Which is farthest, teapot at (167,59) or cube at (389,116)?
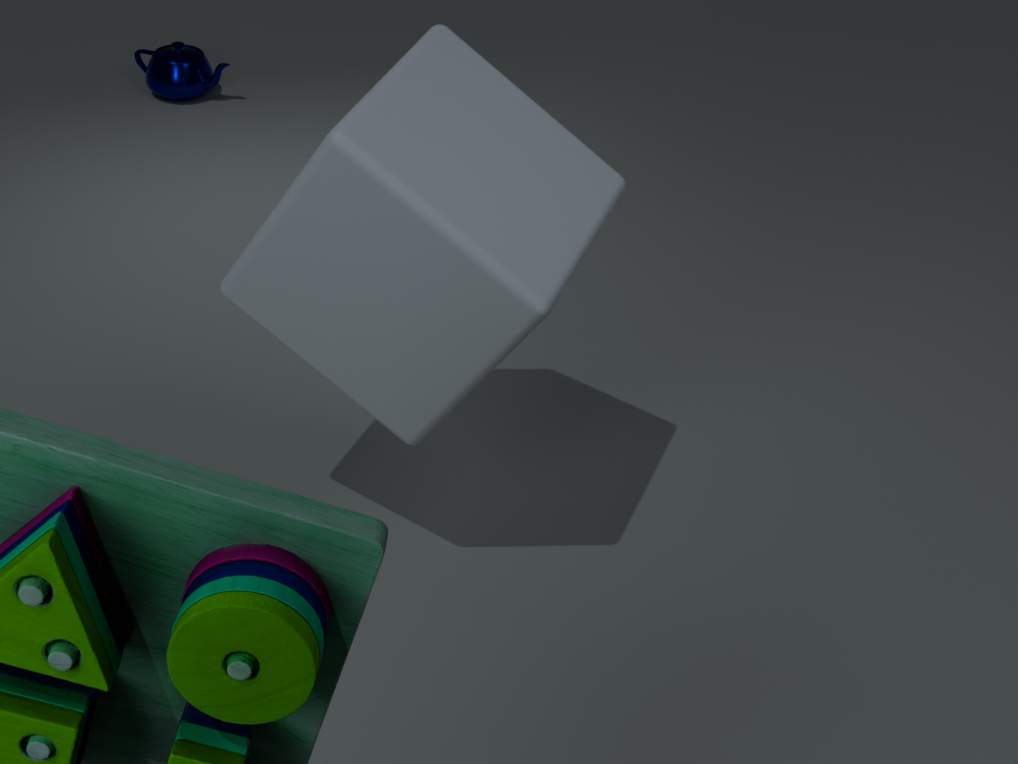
teapot at (167,59)
